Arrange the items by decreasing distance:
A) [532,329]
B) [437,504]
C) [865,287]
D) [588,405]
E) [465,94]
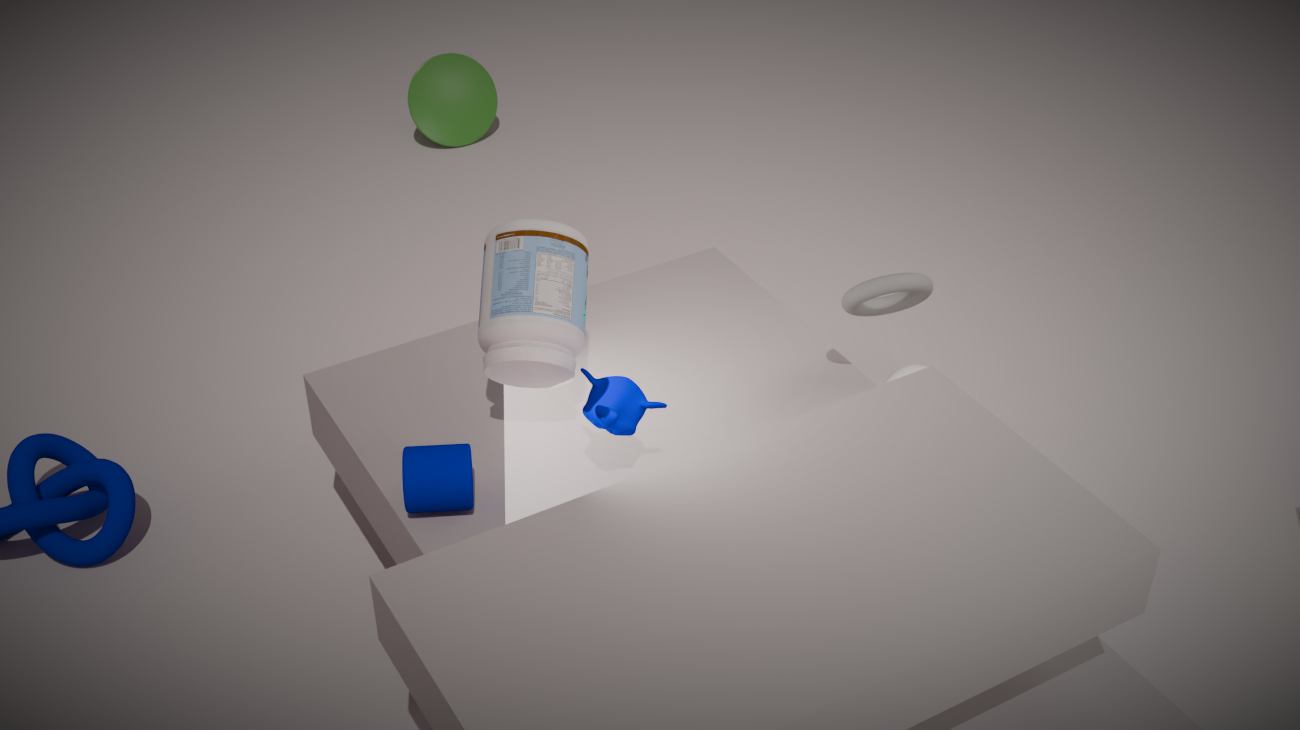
[465,94] < [865,287] < [532,329] < [588,405] < [437,504]
